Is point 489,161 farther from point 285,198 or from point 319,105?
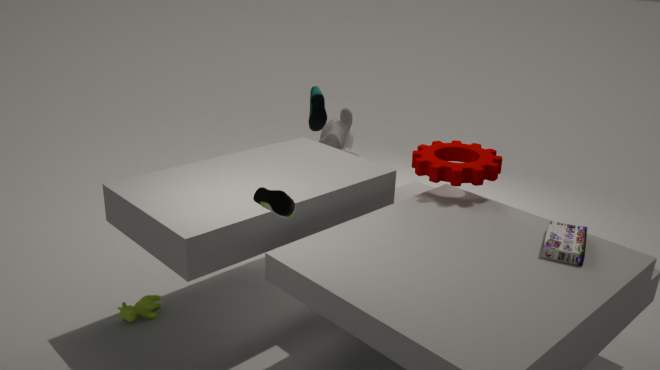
point 285,198
